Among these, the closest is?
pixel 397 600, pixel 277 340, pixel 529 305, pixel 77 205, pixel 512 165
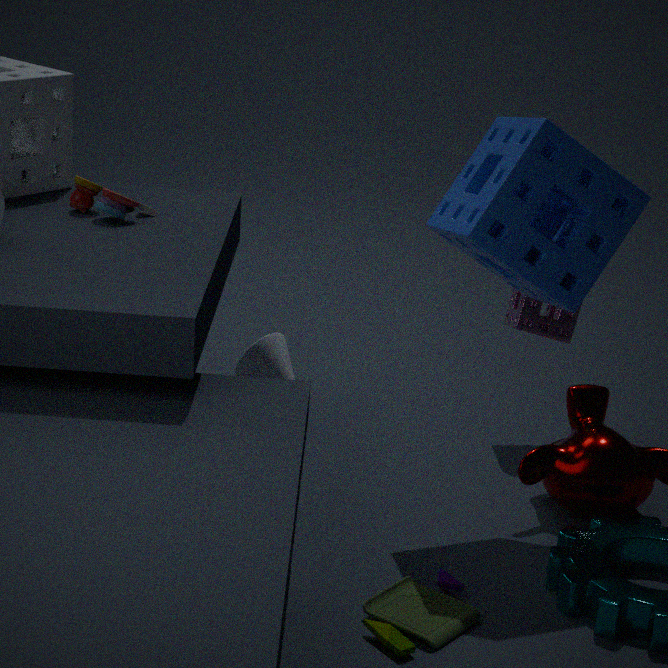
pixel 397 600
